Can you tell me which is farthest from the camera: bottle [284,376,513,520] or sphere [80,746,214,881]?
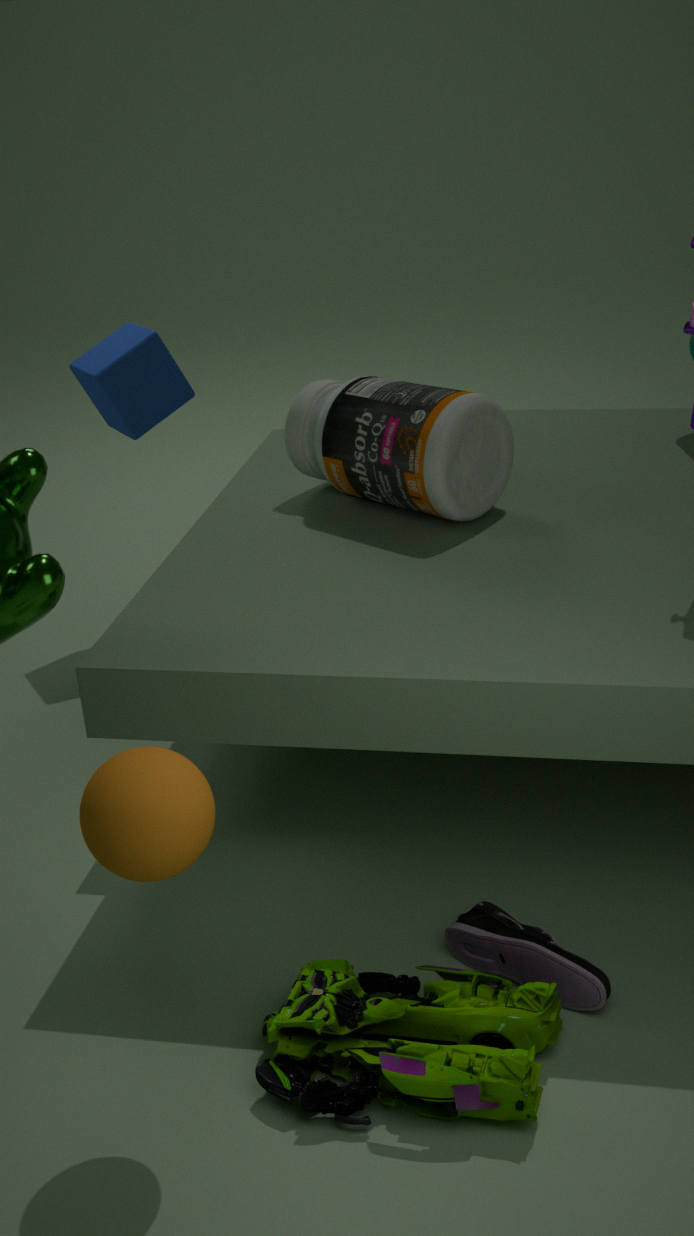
bottle [284,376,513,520]
